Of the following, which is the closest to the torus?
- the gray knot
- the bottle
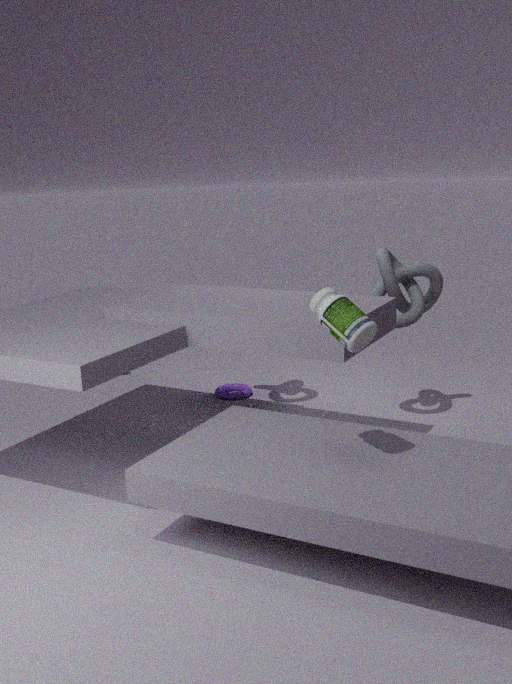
the gray knot
